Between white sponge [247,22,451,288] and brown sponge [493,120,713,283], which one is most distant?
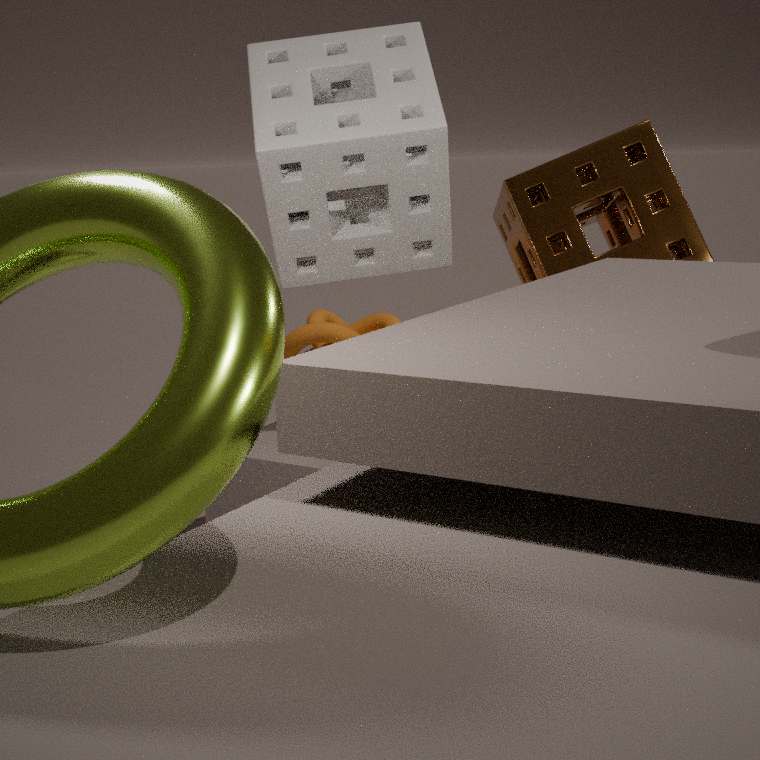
brown sponge [493,120,713,283]
